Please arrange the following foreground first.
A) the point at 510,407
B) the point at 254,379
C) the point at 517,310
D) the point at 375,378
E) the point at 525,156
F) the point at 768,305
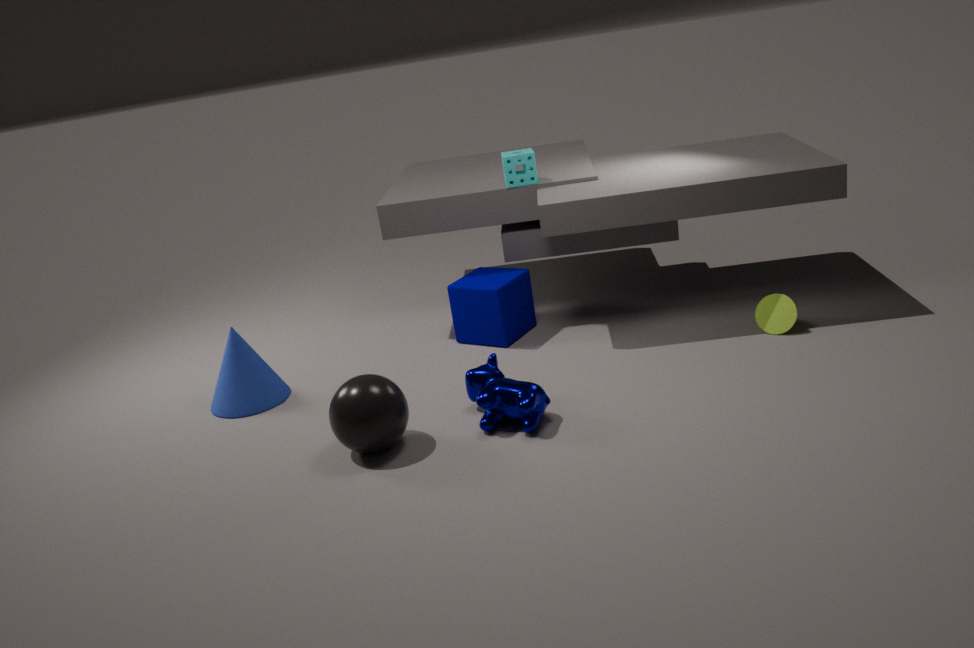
the point at 375,378, the point at 510,407, the point at 768,305, the point at 254,379, the point at 525,156, the point at 517,310
